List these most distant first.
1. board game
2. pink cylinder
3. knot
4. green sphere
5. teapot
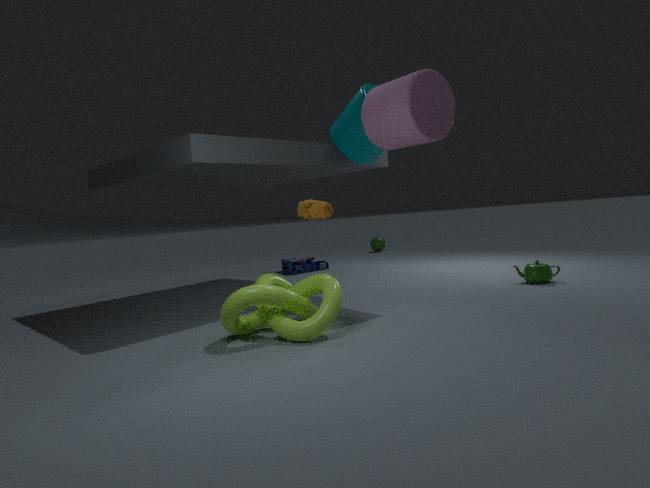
1. green sphere
2. board game
3. teapot
4. pink cylinder
5. knot
